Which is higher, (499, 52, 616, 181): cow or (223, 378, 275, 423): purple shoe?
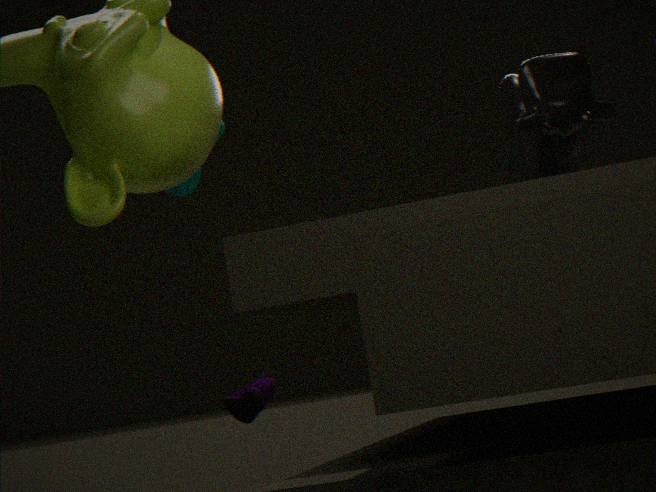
(499, 52, 616, 181): cow
